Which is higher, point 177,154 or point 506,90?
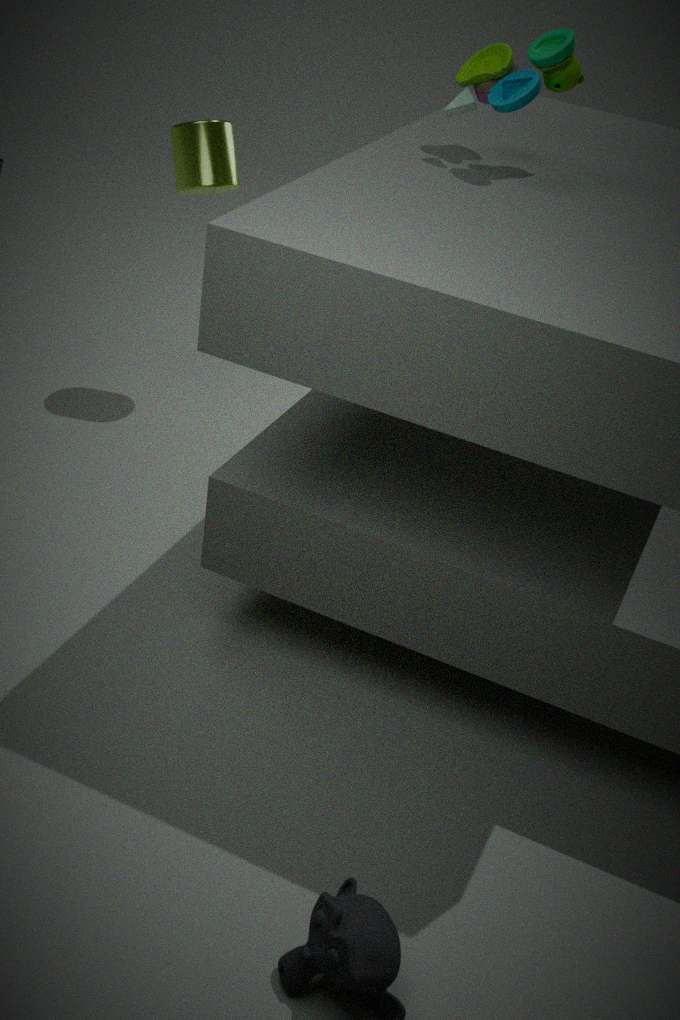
point 506,90
